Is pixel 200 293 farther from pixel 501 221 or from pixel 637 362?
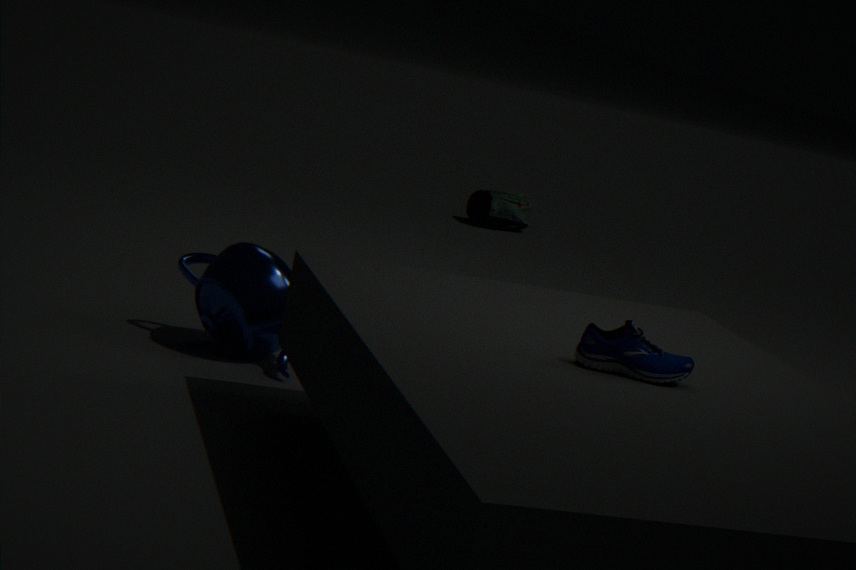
pixel 501 221
